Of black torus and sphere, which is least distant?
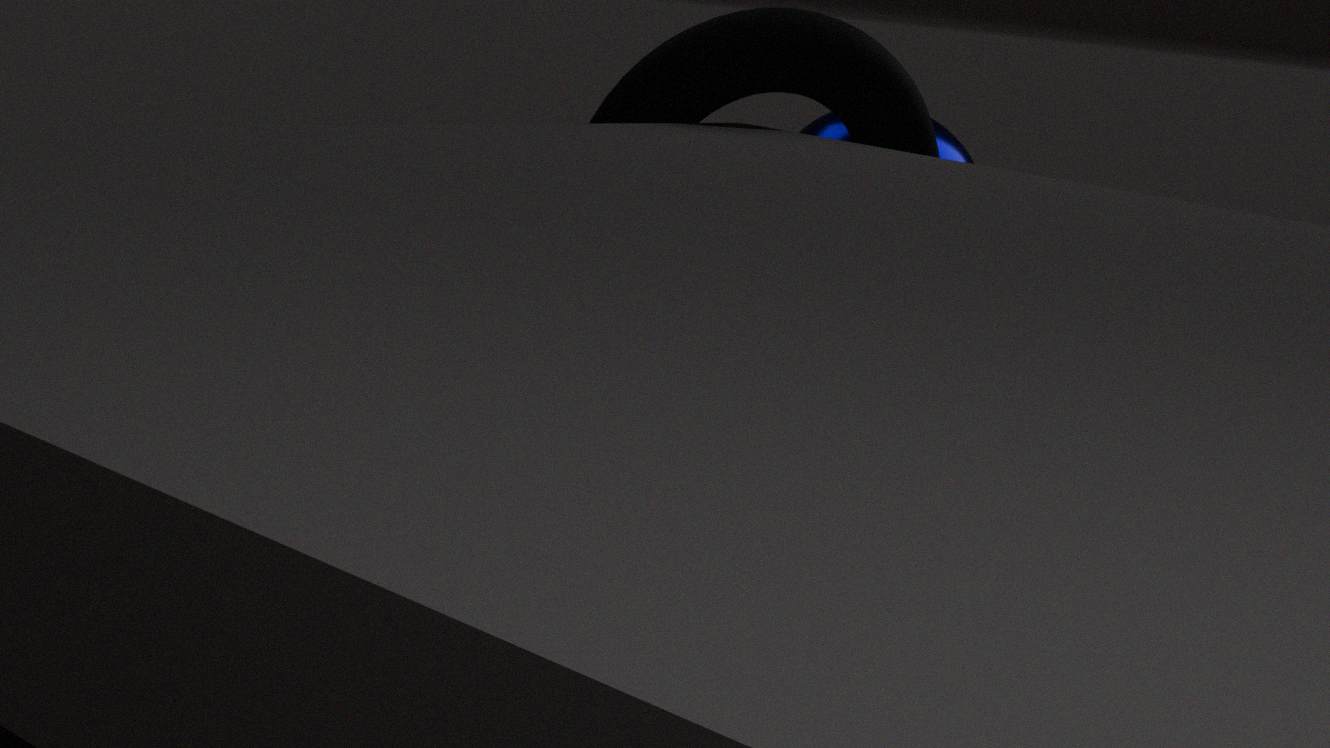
black torus
